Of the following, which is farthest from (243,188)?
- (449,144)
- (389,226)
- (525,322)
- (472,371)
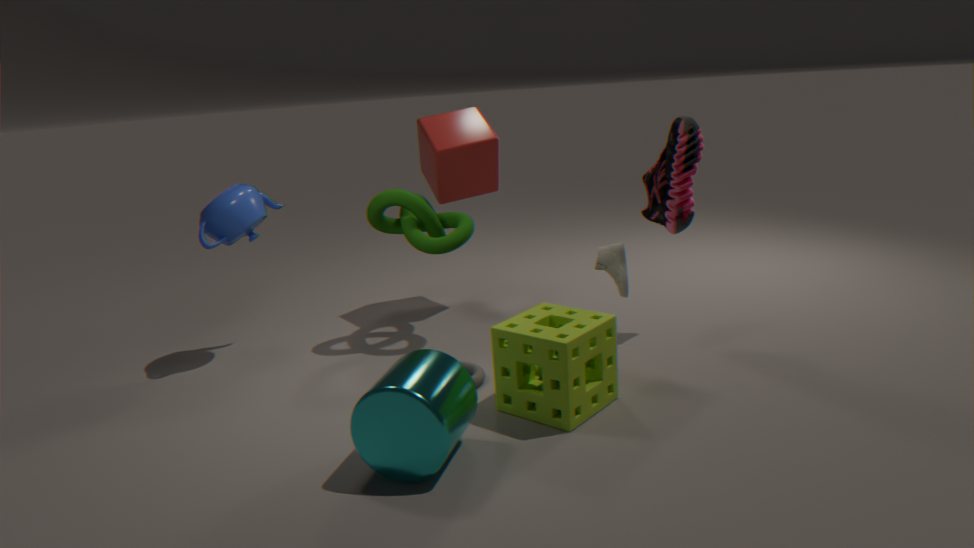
(525,322)
